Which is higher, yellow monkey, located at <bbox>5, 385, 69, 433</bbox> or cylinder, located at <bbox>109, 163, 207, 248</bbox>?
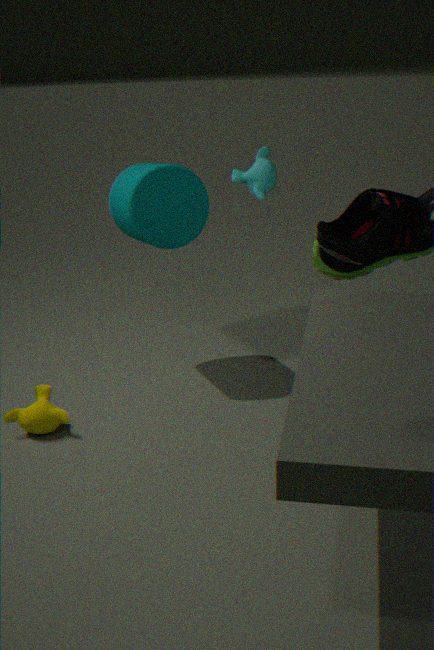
cylinder, located at <bbox>109, 163, 207, 248</bbox>
